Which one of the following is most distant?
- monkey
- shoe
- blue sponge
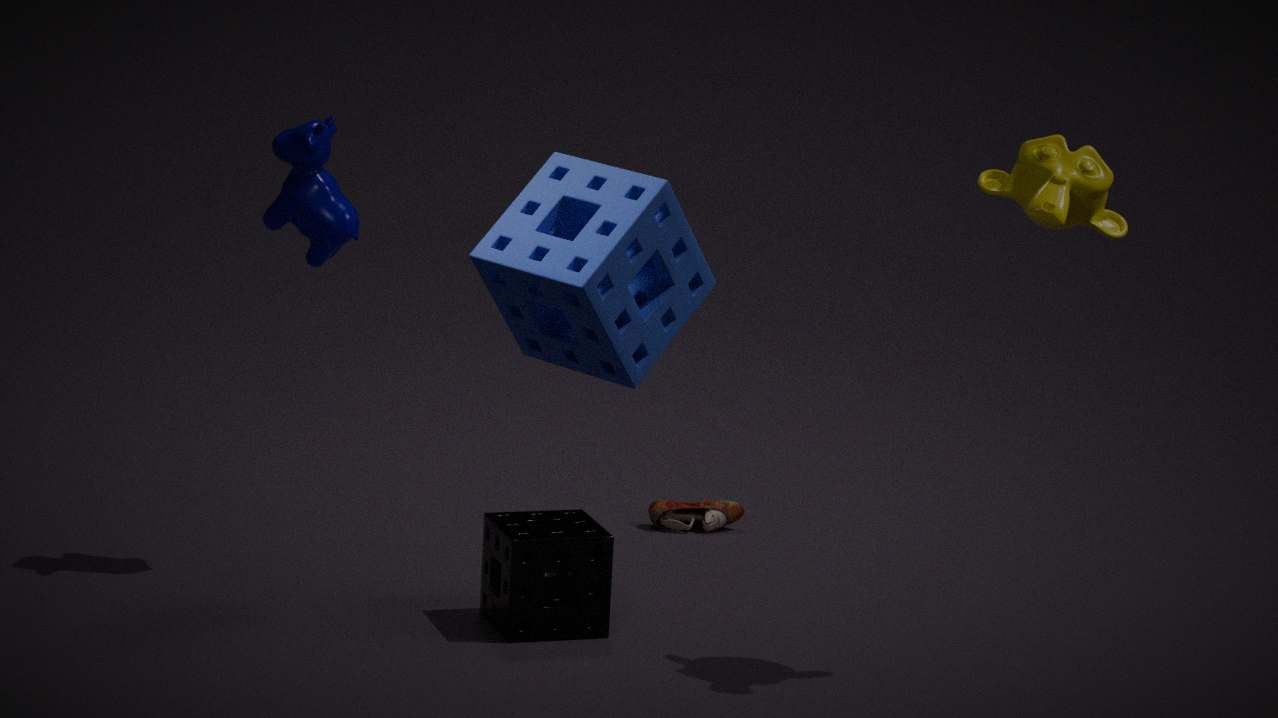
shoe
